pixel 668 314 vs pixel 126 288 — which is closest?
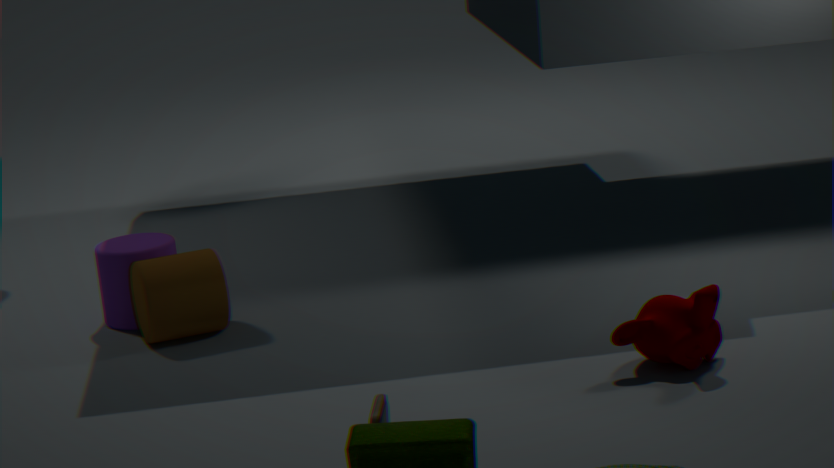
pixel 668 314
